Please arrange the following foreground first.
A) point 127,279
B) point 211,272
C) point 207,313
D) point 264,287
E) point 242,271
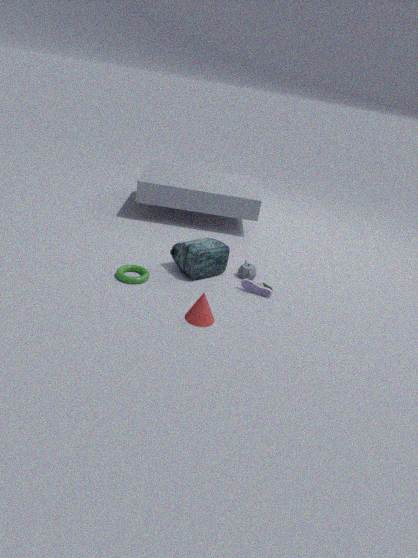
point 207,313, point 127,279, point 264,287, point 211,272, point 242,271
